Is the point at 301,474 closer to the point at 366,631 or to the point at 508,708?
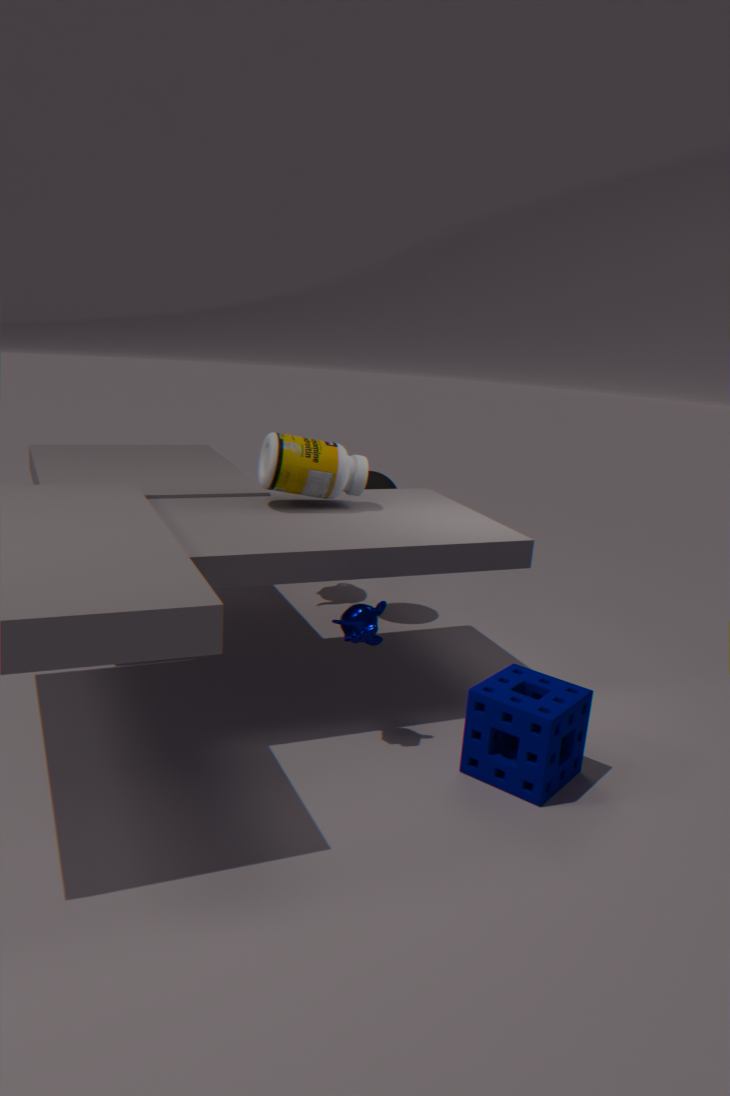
the point at 366,631
